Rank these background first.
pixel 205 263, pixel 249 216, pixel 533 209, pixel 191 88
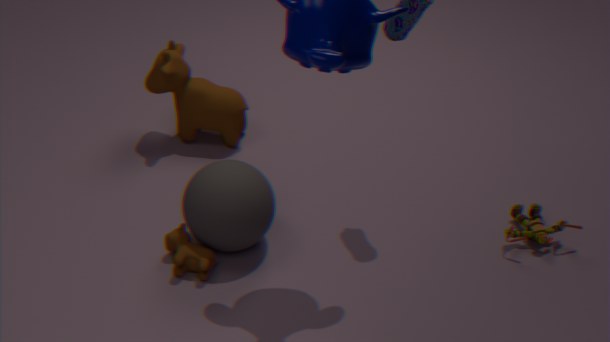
pixel 191 88
pixel 533 209
pixel 205 263
pixel 249 216
